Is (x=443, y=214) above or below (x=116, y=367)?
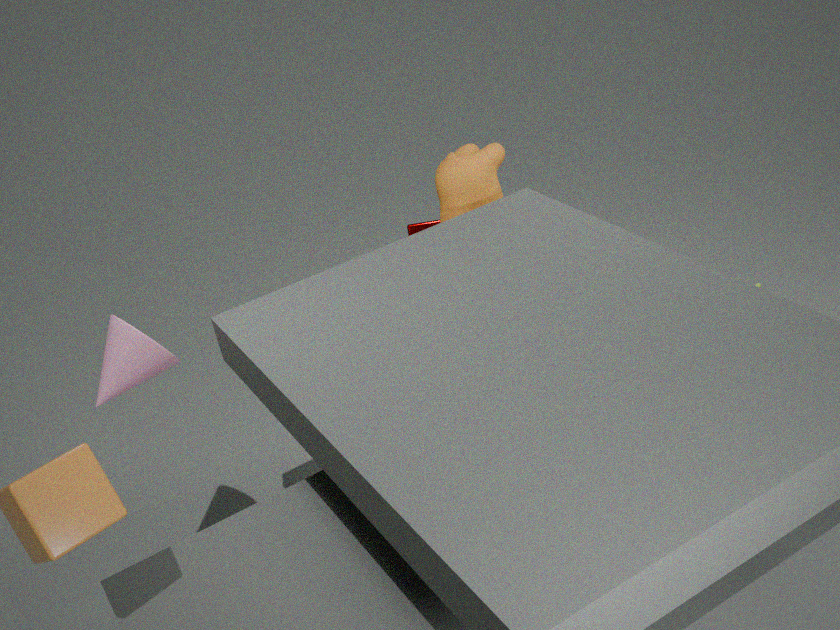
below
